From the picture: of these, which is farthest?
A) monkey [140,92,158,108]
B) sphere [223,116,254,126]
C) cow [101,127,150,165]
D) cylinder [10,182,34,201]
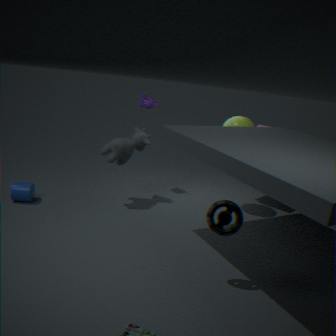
monkey [140,92,158,108]
